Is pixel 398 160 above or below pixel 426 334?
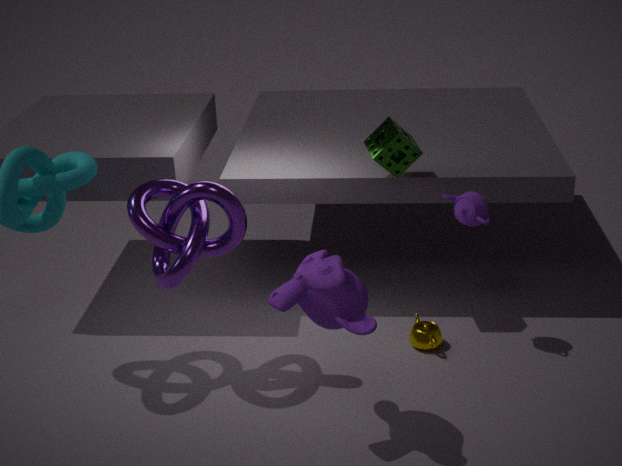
above
